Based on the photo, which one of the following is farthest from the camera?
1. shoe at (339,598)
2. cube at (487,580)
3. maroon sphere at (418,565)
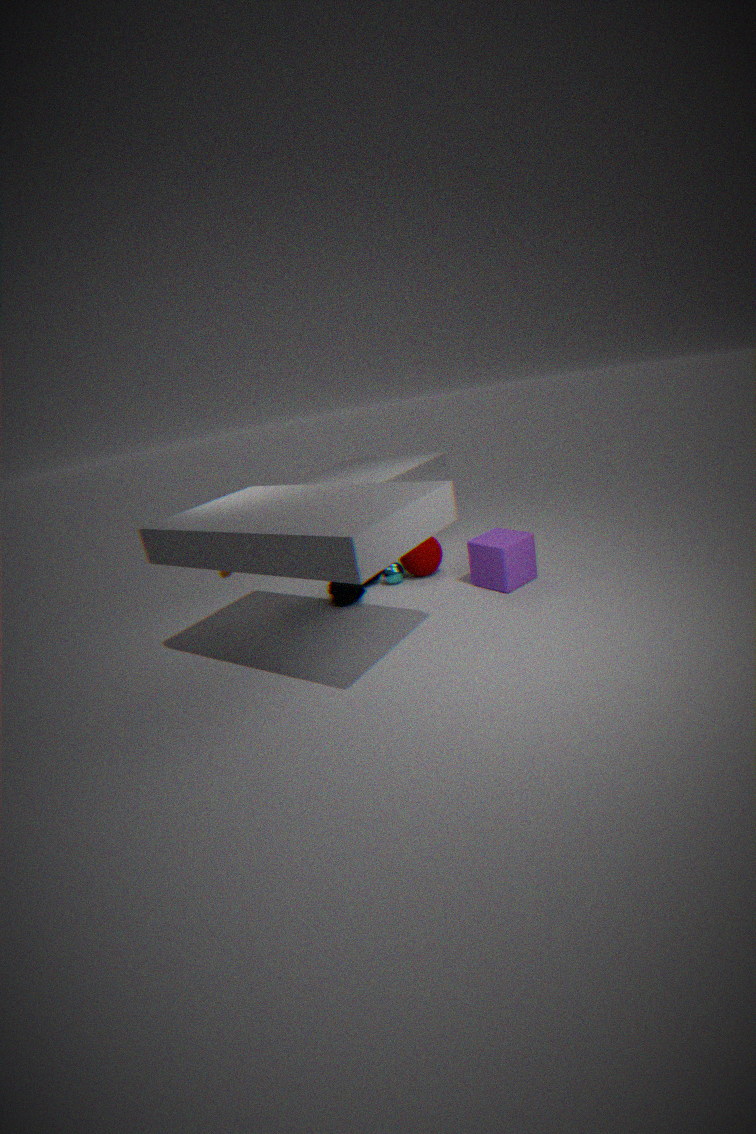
maroon sphere at (418,565)
